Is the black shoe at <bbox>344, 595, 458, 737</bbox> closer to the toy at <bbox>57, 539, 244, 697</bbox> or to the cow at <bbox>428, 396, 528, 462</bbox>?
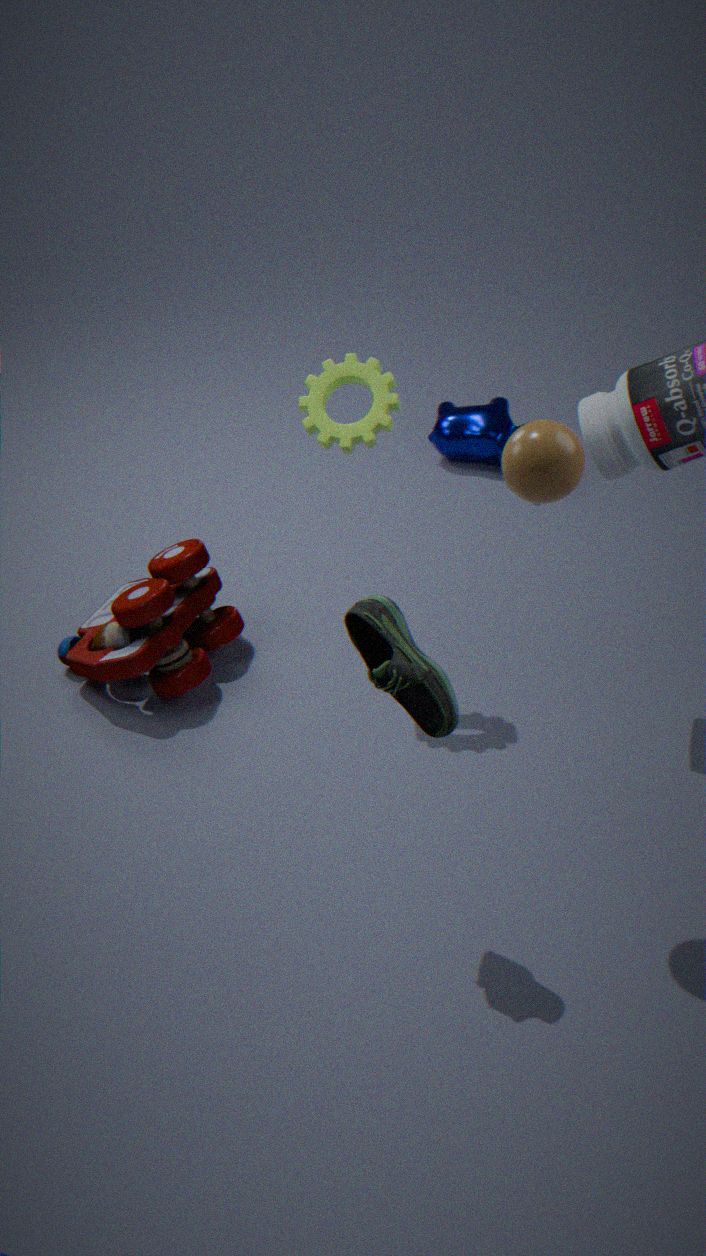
the toy at <bbox>57, 539, 244, 697</bbox>
